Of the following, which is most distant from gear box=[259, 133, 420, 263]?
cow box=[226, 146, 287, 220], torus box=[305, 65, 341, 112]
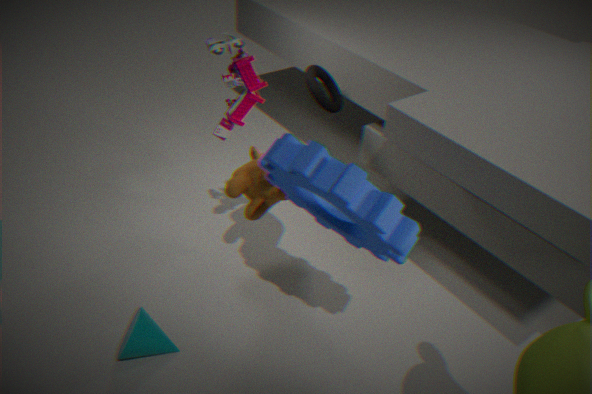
torus box=[305, 65, 341, 112]
